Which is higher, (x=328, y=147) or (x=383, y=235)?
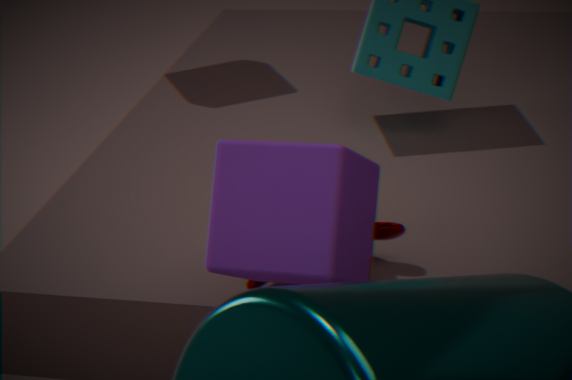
(x=328, y=147)
